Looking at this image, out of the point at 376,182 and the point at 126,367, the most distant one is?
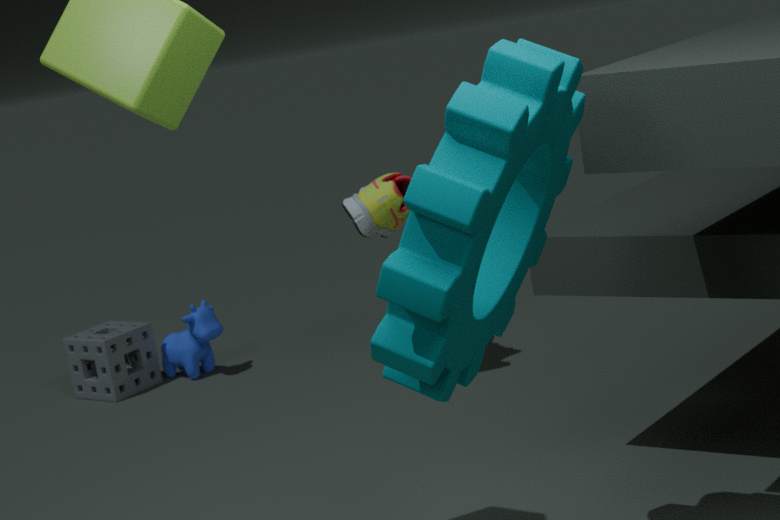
the point at 126,367
